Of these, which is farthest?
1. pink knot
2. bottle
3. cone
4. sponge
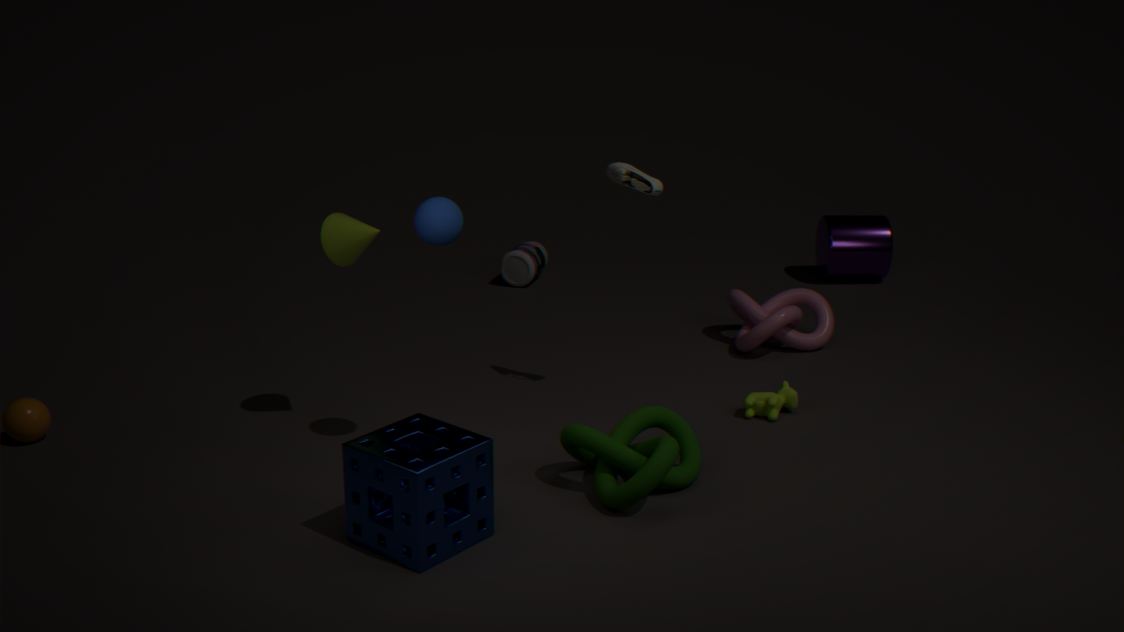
bottle
